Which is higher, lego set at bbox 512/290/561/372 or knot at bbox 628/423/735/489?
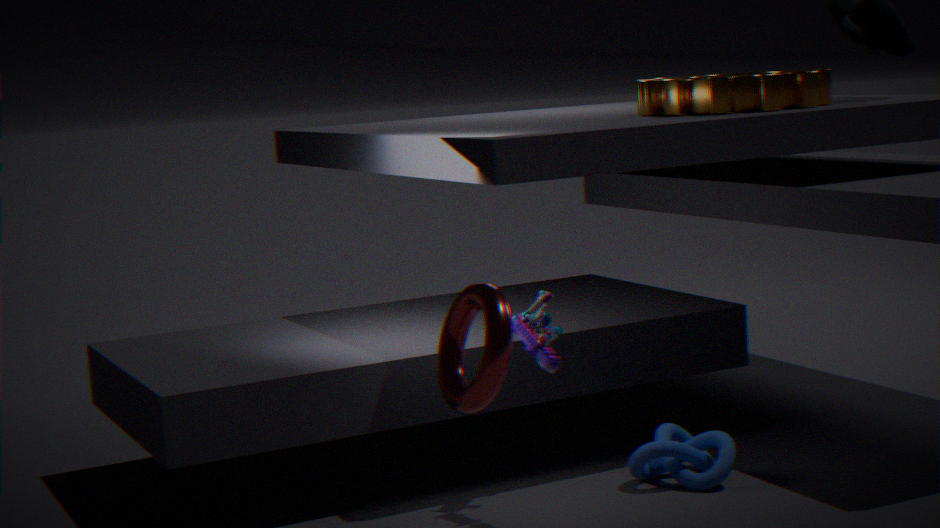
lego set at bbox 512/290/561/372
